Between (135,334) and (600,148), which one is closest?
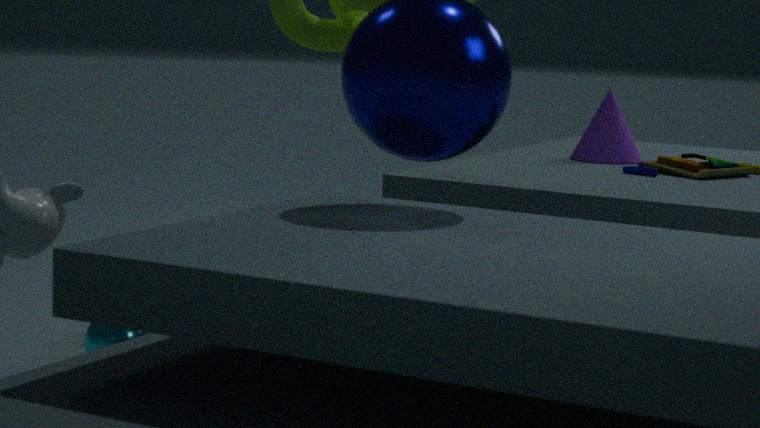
(135,334)
